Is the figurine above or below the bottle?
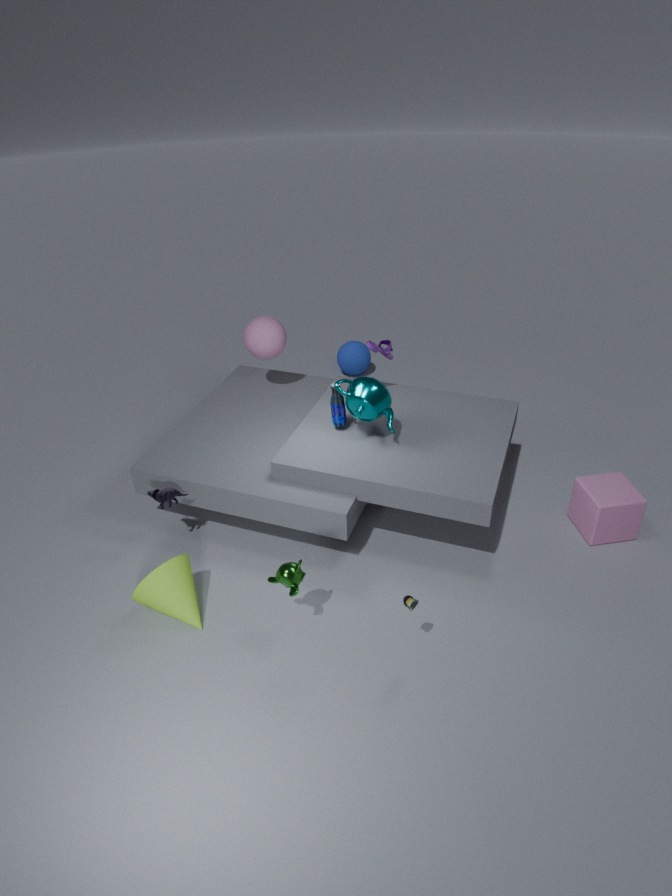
Answer: below
